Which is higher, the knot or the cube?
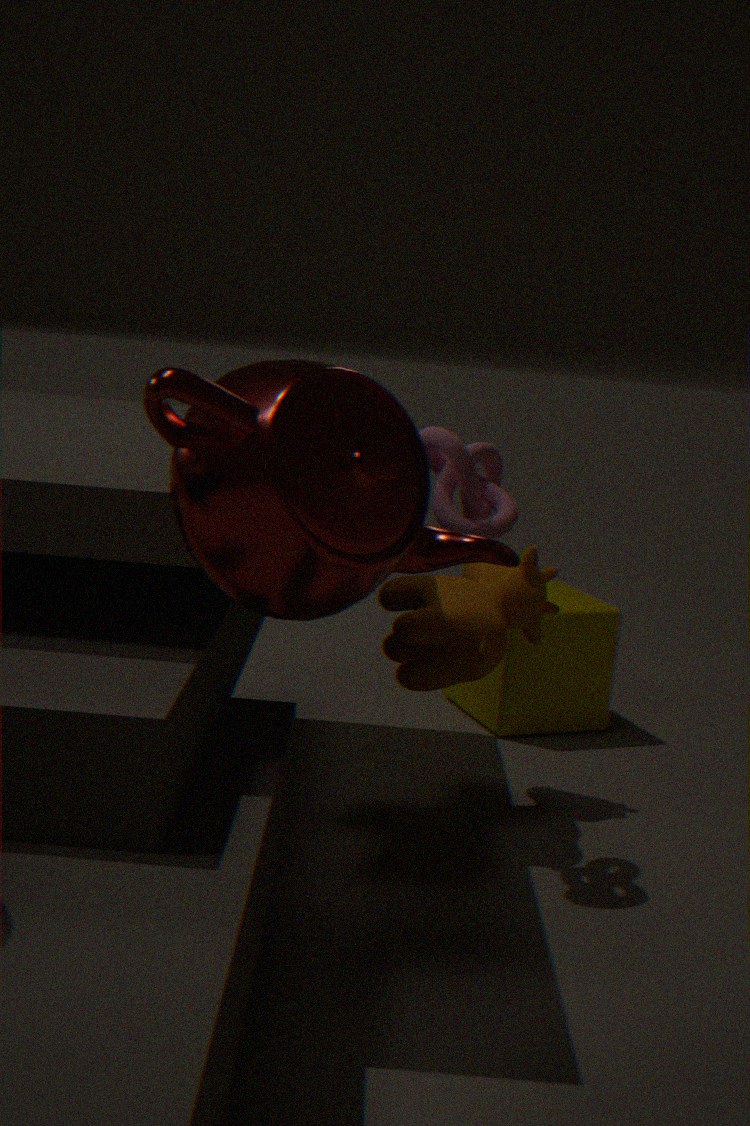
the knot
